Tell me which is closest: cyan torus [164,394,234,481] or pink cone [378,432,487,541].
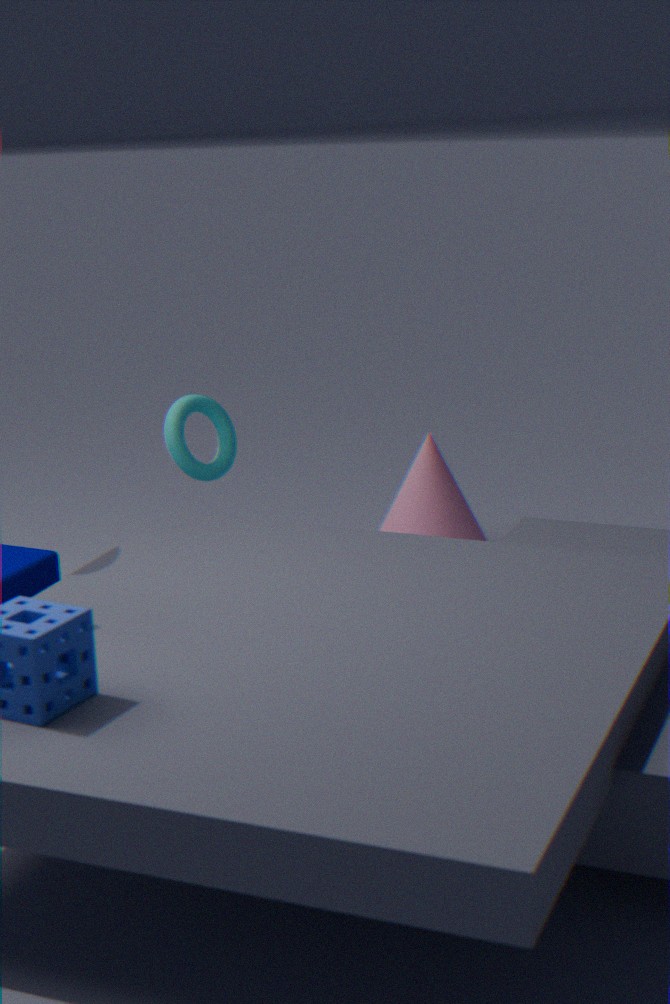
cyan torus [164,394,234,481]
